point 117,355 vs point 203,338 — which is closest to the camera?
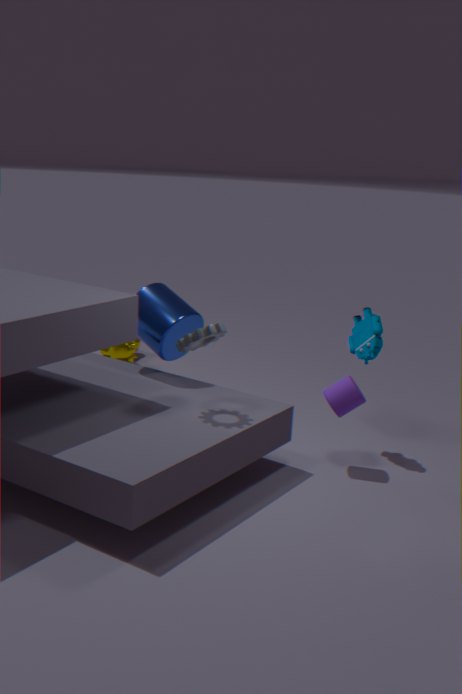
point 203,338
